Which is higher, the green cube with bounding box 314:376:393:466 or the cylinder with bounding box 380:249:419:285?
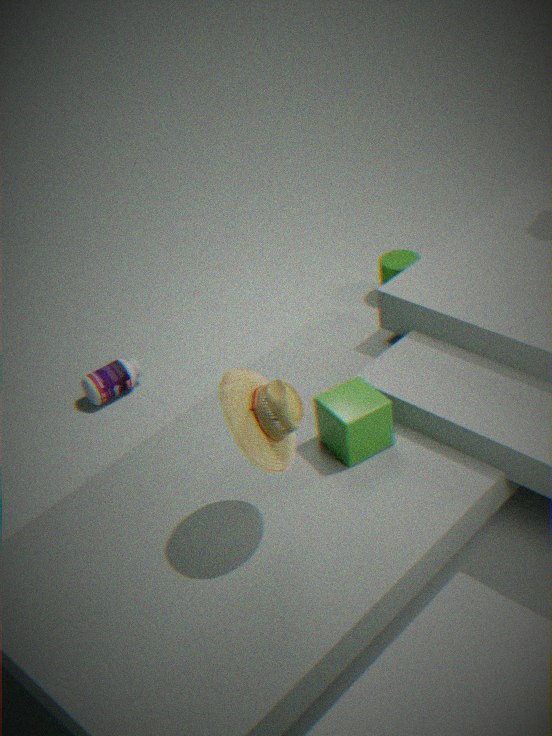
the green cube with bounding box 314:376:393:466
